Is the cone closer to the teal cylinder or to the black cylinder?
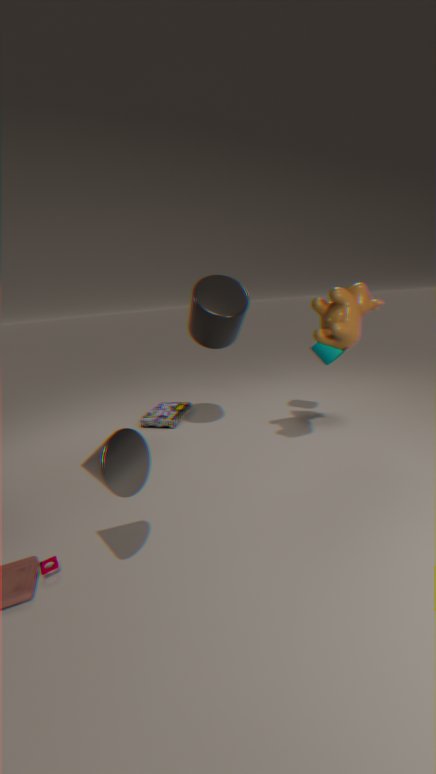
the black cylinder
